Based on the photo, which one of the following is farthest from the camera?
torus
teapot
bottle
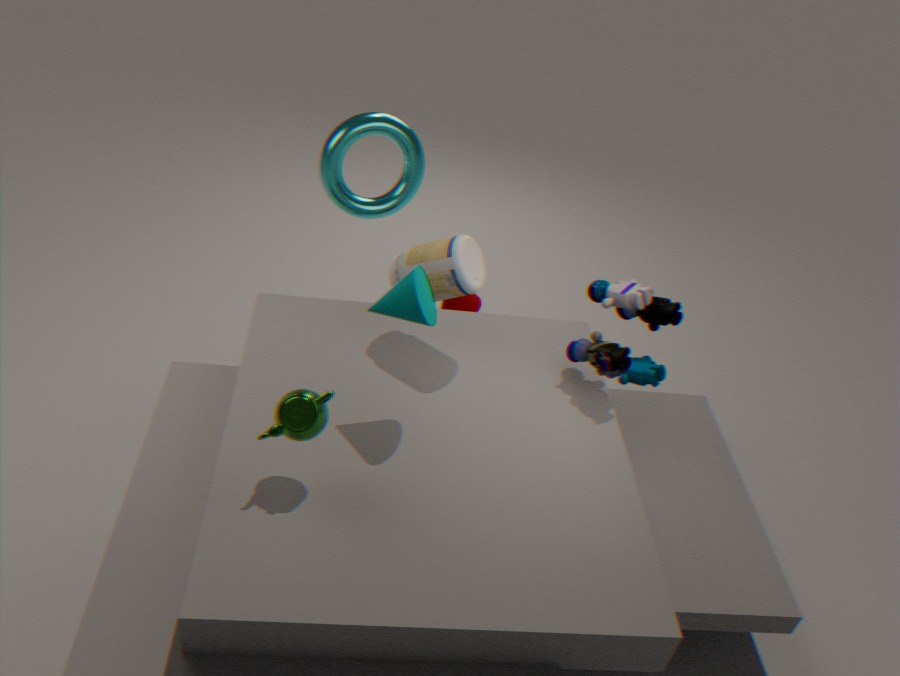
torus
